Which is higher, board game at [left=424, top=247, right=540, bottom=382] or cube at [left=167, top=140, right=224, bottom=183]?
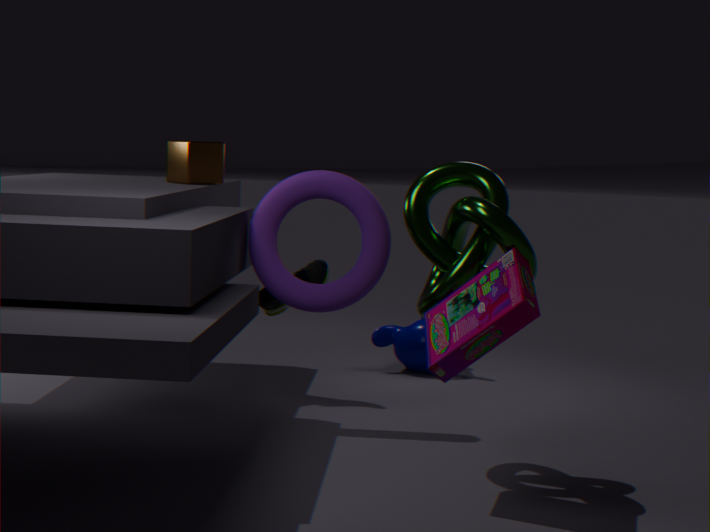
cube at [left=167, top=140, right=224, bottom=183]
